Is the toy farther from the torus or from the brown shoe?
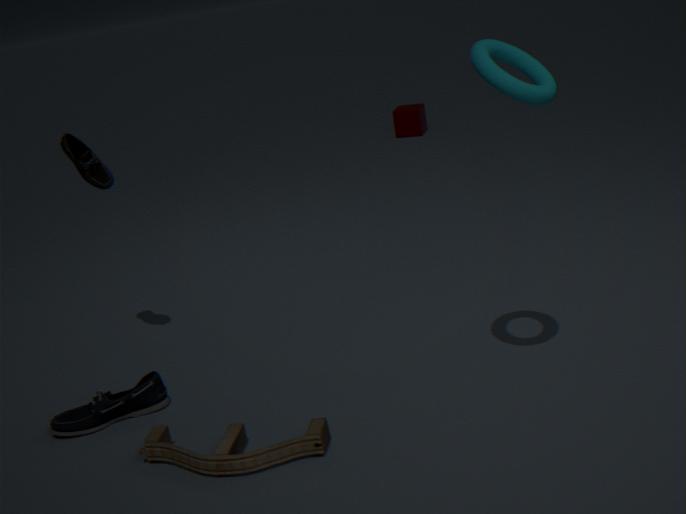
the torus
